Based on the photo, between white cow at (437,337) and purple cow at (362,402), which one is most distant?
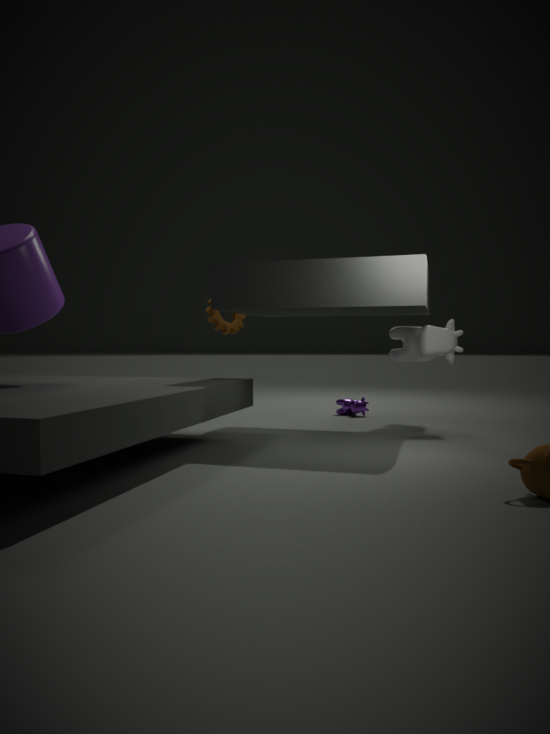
purple cow at (362,402)
